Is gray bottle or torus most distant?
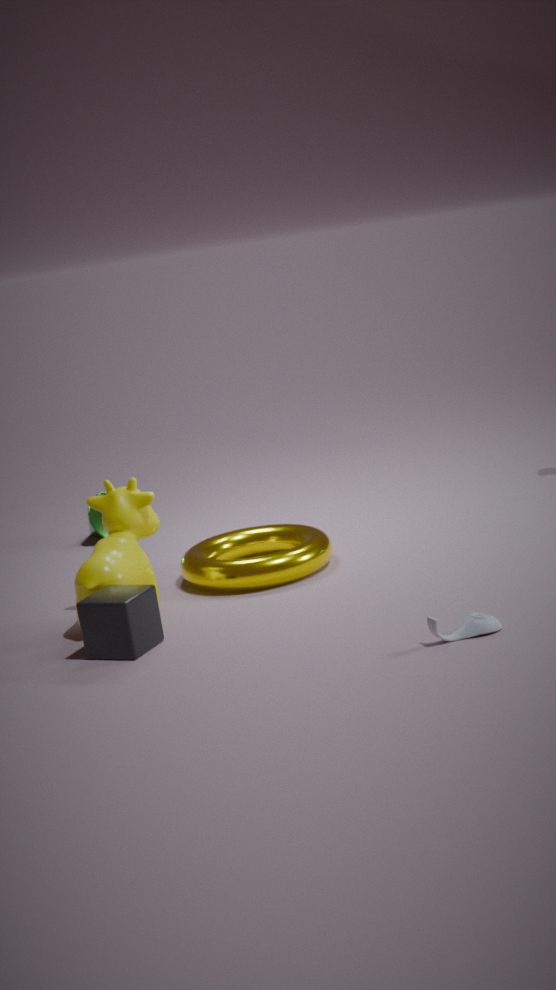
torus
